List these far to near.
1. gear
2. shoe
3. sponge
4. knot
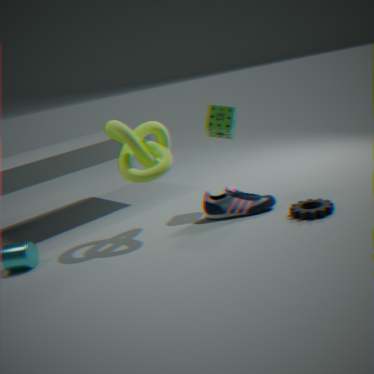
sponge, shoe, knot, gear
